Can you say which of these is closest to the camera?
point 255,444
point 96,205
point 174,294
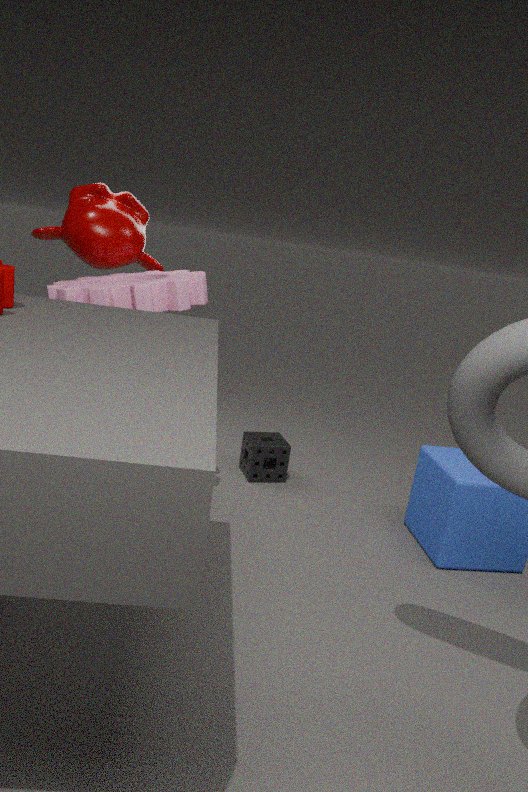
point 174,294
